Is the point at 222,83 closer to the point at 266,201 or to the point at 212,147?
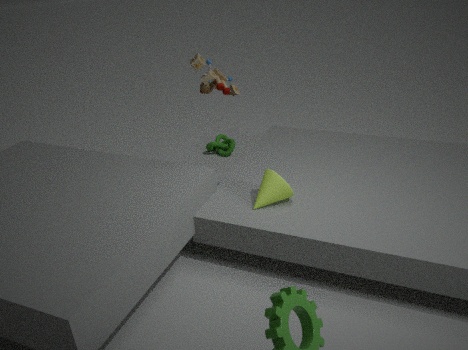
the point at 266,201
